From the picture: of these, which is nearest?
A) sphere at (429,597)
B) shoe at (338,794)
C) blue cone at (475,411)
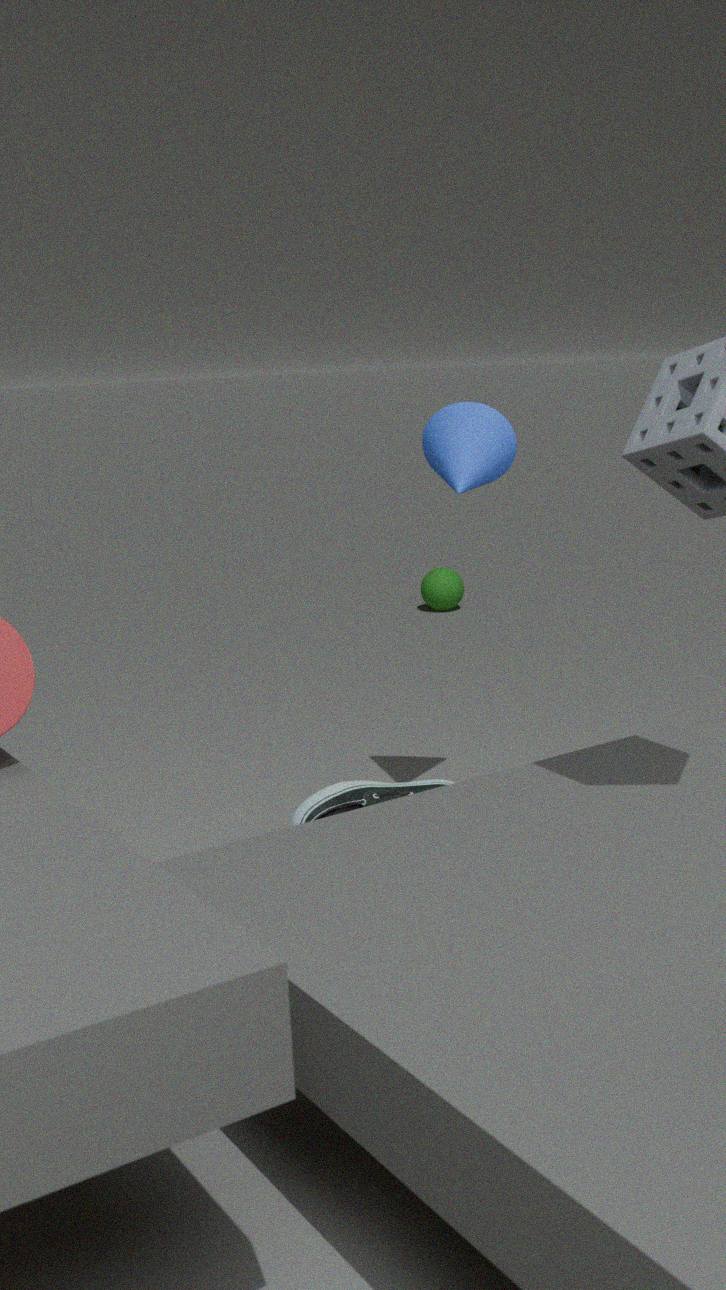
blue cone at (475,411)
